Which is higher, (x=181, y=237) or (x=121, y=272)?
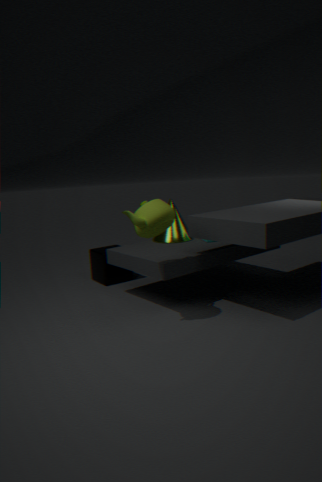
(x=181, y=237)
